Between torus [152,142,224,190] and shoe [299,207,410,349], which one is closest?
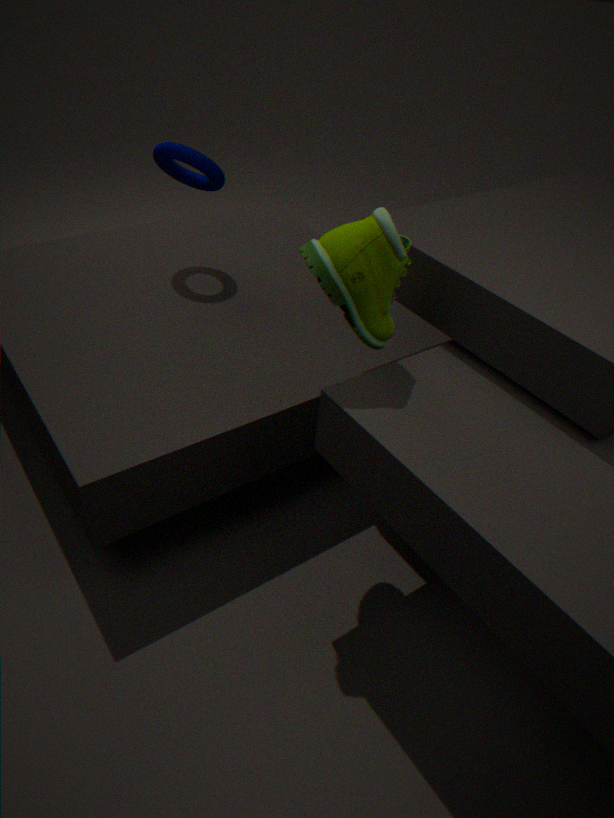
shoe [299,207,410,349]
